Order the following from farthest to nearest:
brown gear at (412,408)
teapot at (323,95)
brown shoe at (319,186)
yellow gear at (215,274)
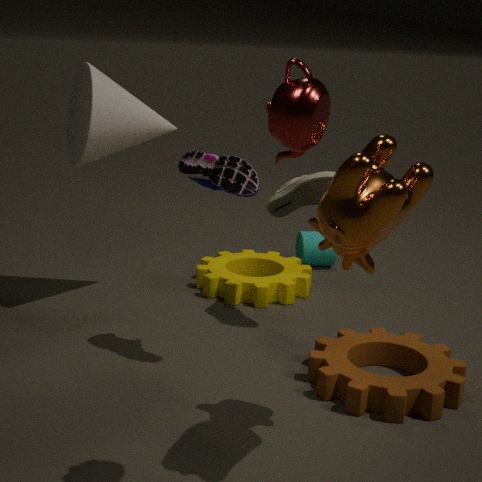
yellow gear at (215,274), brown shoe at (319,186), brown gear at (412,408), teapot at (323,95)
